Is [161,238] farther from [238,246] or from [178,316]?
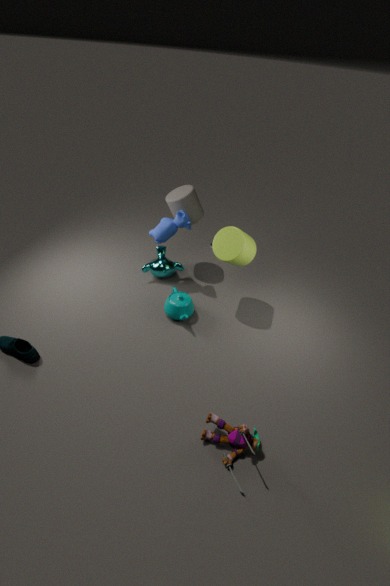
[178,316]
